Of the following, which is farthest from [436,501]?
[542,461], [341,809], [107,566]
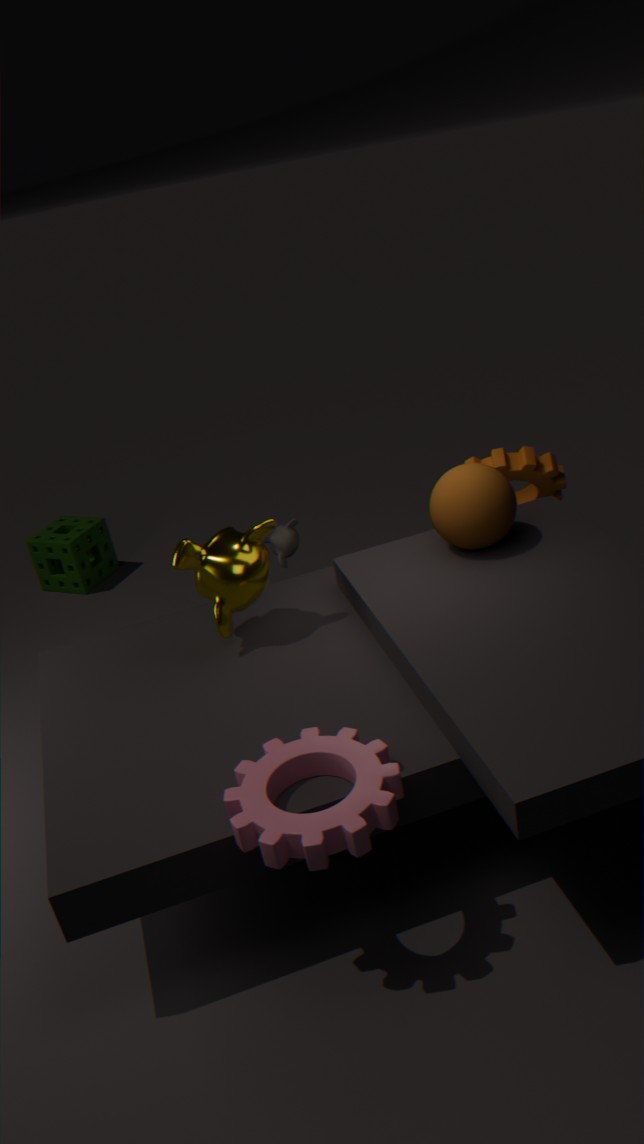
[107,566]
